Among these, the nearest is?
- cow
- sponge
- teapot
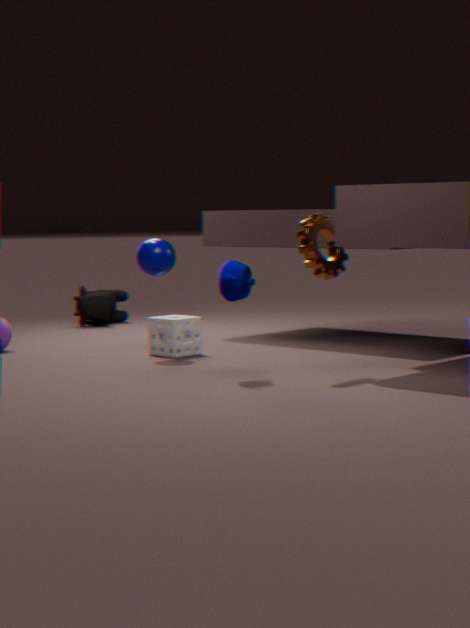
teapot
